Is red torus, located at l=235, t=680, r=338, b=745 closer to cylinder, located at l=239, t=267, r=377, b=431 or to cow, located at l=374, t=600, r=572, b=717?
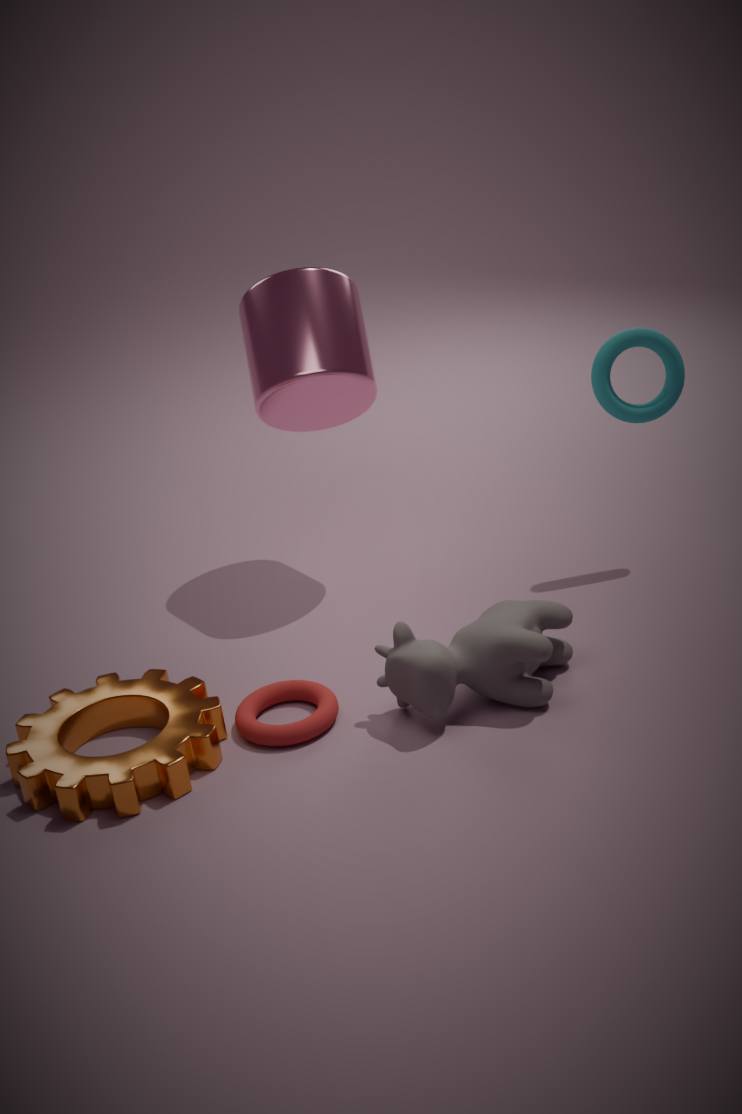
cow, located at l=374, t=600, r=572, b=717
